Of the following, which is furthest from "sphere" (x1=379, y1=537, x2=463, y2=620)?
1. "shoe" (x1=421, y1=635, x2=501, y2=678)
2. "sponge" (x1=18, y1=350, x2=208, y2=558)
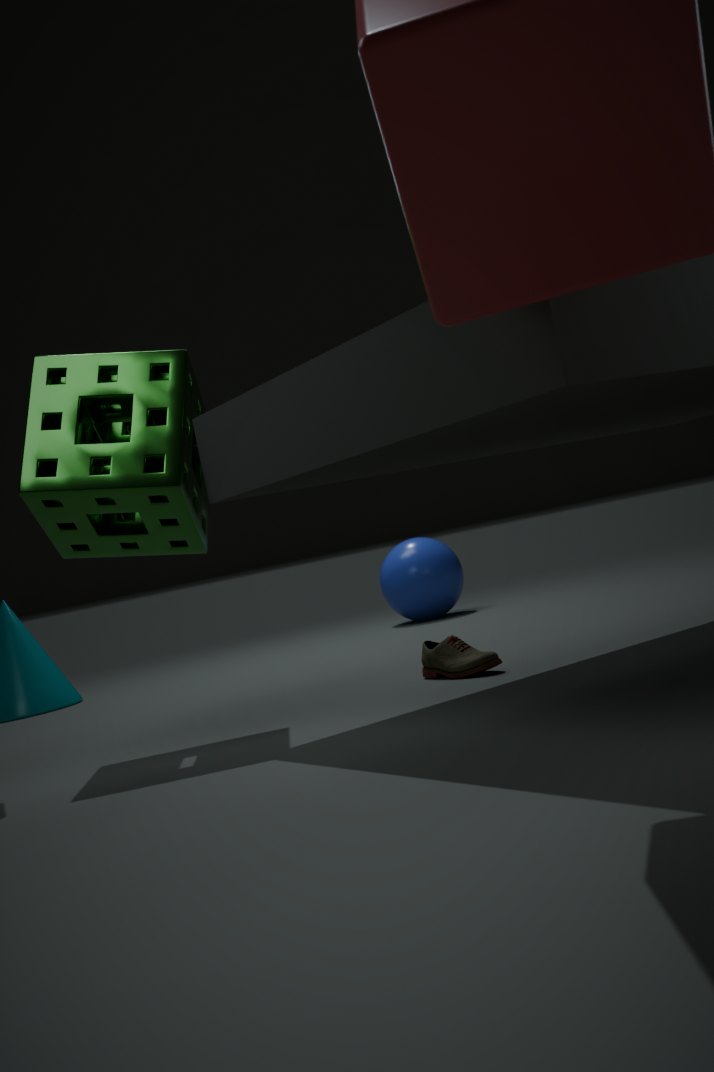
"sponge" (x1=18, y1=350, x2=208, y2=558)
